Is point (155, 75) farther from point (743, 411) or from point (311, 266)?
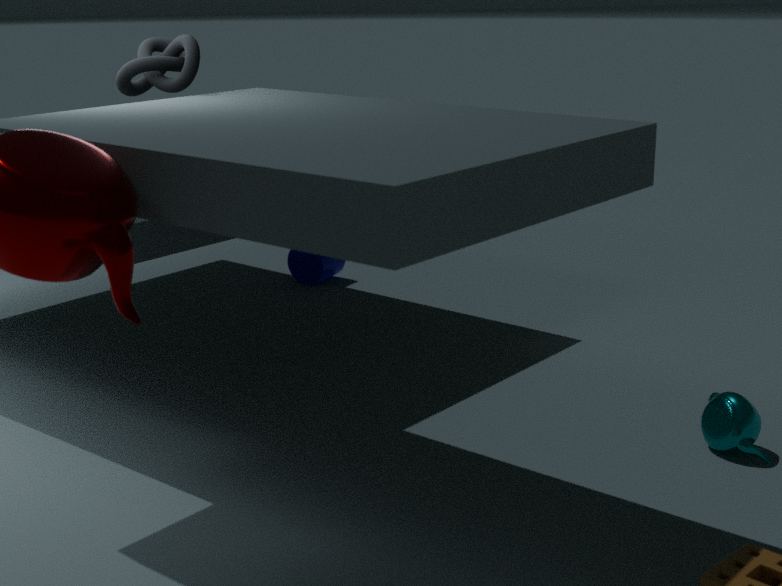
point (743, 411)
